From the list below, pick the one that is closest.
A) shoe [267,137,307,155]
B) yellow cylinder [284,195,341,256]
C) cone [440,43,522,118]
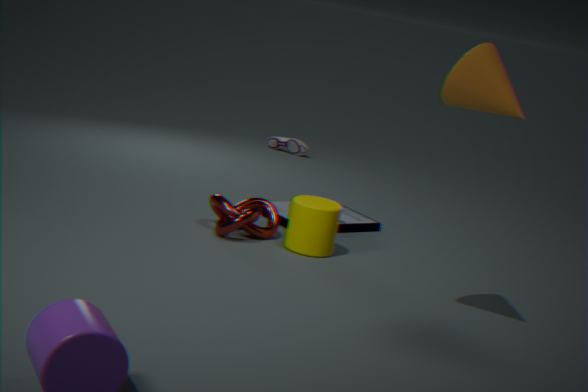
cone [440,43,522,118]
